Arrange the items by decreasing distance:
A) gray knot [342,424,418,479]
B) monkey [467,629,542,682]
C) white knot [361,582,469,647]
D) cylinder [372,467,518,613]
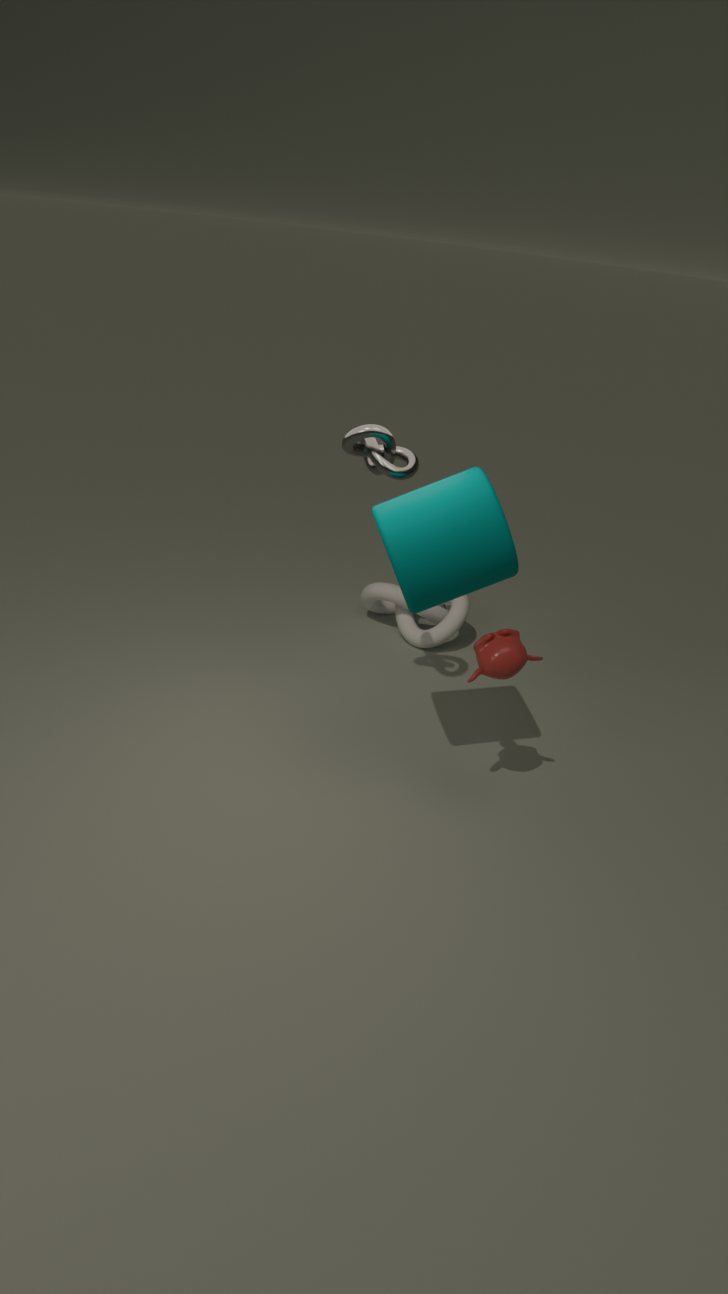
white knot [361,582,469,647], gray knot [342,424,418,479], monkey [467,629,542,682], cylinder [372,467,518,613]
